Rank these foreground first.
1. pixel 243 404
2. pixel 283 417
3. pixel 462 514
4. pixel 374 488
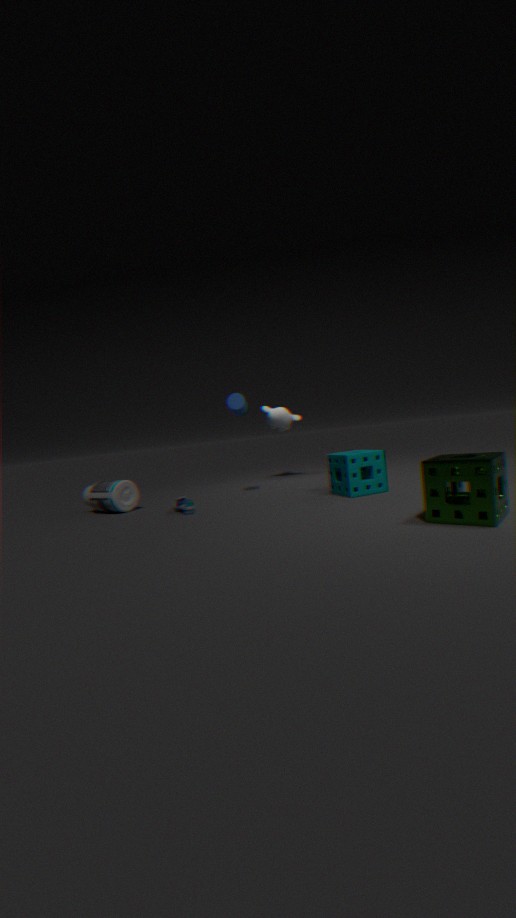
pixel 462 514, pixel 374 488, pixel 243 404, pixel 283 417
